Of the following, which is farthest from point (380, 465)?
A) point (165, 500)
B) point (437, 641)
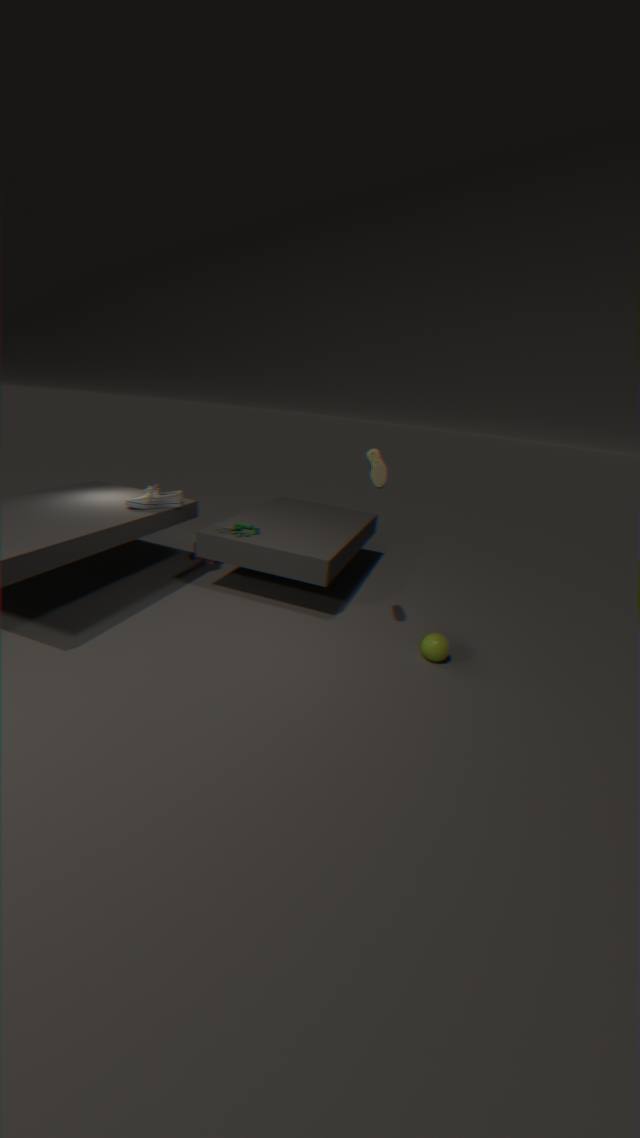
point (165, 500)
